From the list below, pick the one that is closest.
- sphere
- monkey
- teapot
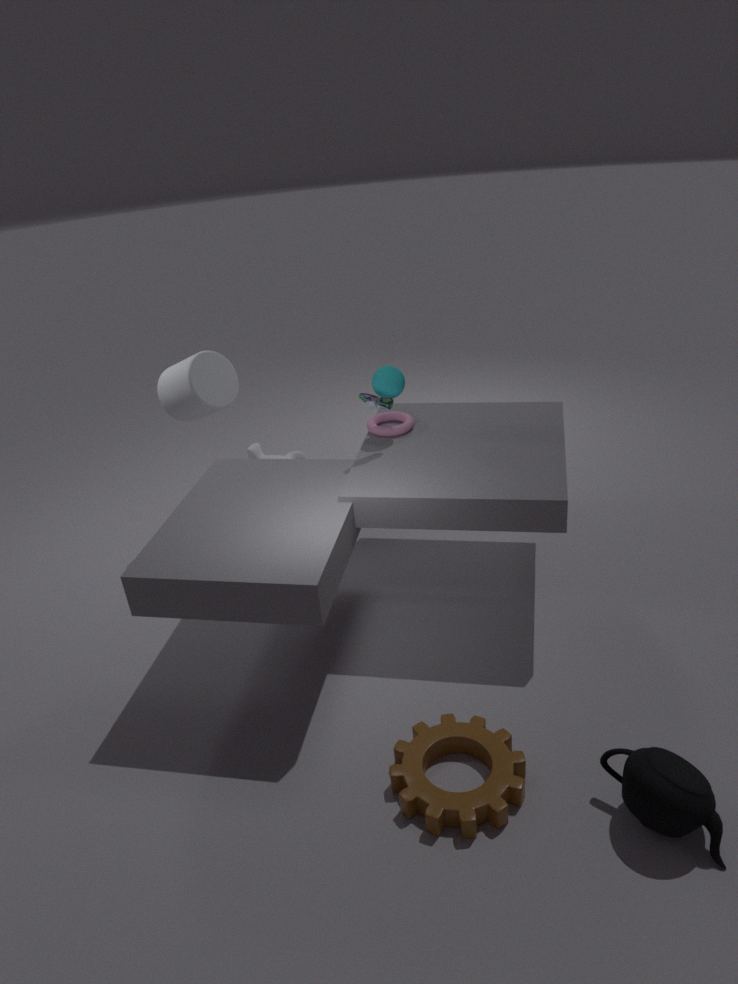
teapot
